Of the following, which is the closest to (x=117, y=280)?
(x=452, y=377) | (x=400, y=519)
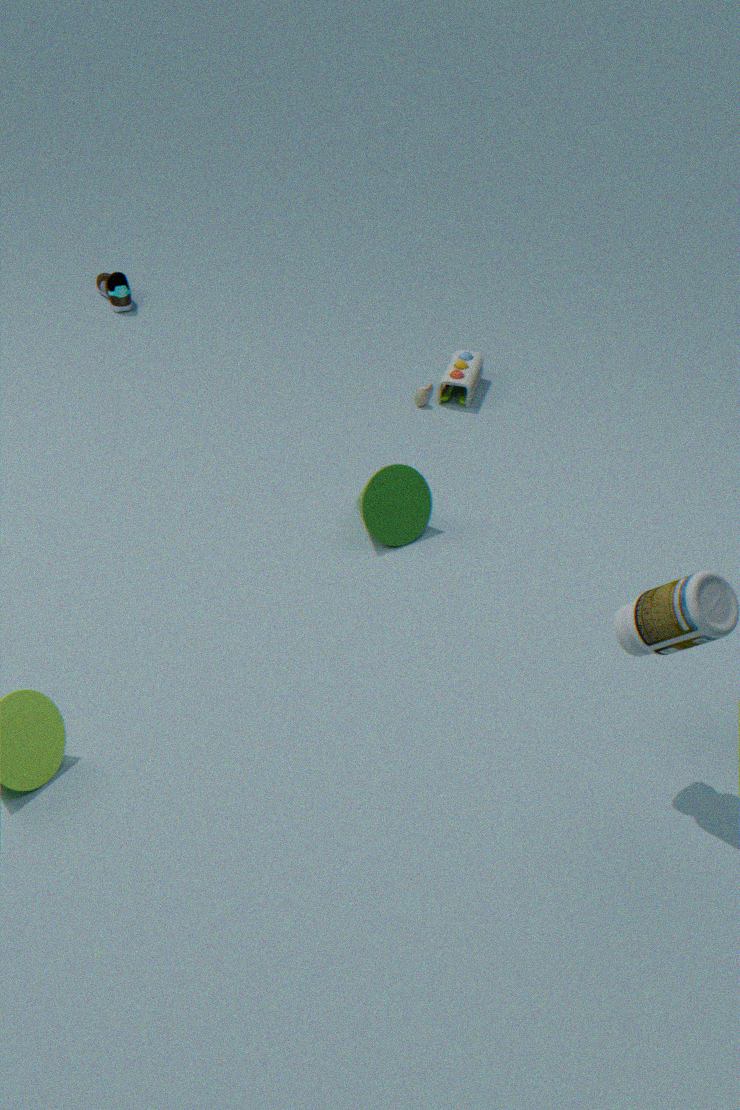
(x=452, y=377)
